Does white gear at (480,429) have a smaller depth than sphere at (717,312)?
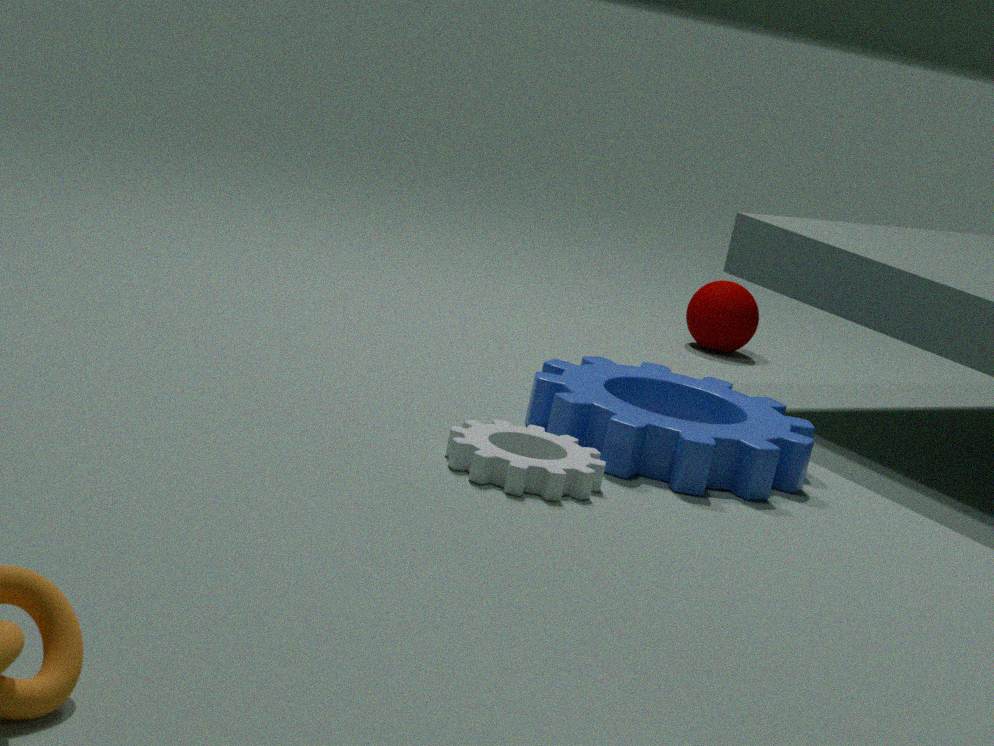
Yes
